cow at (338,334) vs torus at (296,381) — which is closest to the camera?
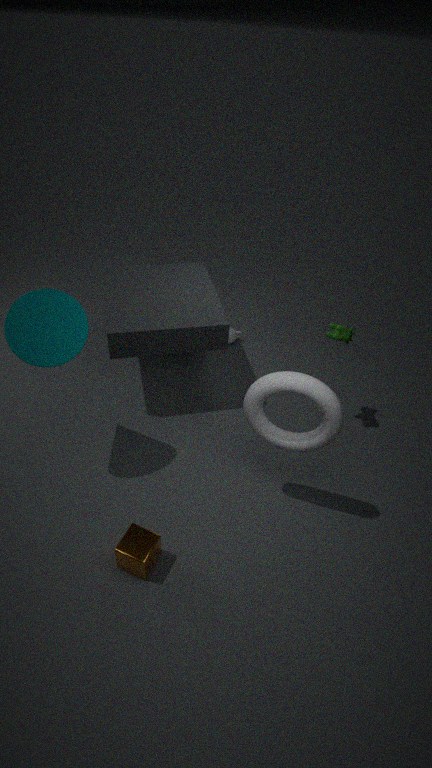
torus at (296,381)
